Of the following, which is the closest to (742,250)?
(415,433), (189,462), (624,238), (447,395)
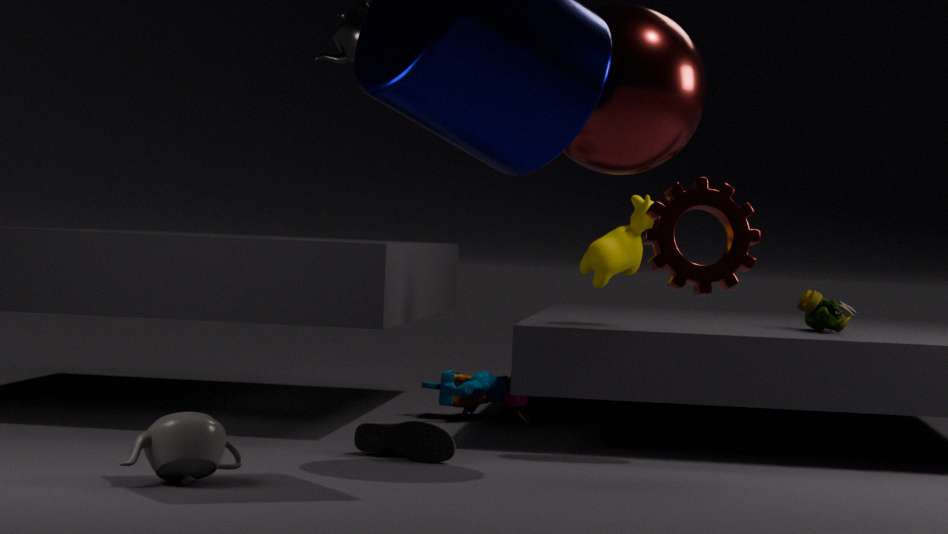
(624,238)
